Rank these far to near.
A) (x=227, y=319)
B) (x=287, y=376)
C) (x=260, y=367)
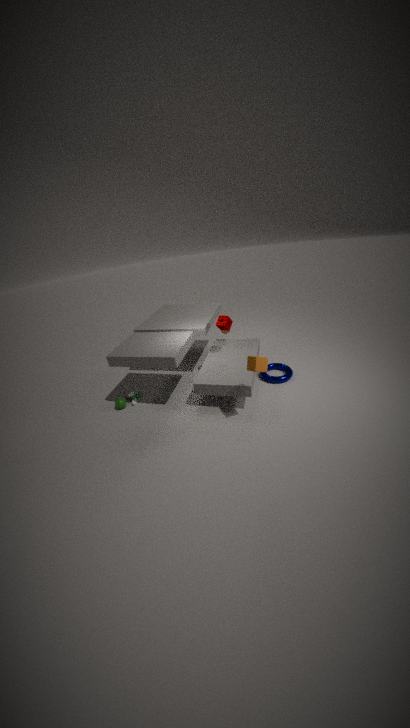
(x=287, y=376) < (x=227, y=319) < (x=260, y=367)
